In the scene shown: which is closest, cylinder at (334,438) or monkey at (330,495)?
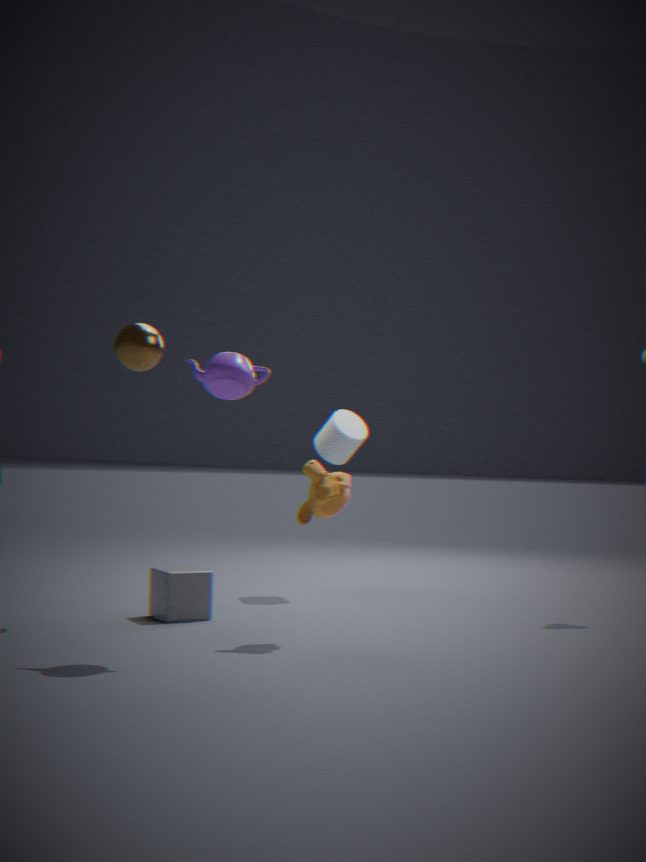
monkey at (330,495)
